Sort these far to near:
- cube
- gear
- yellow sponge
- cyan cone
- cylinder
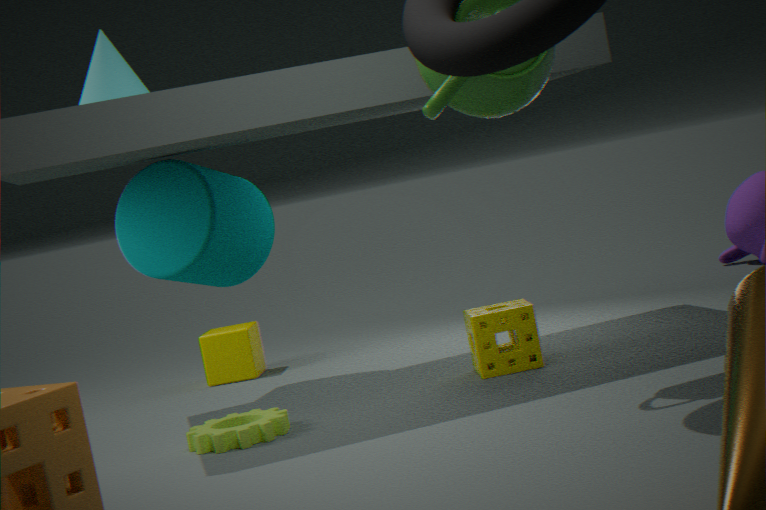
cube, cylinder, yellow sponge, cyan cone, gear
